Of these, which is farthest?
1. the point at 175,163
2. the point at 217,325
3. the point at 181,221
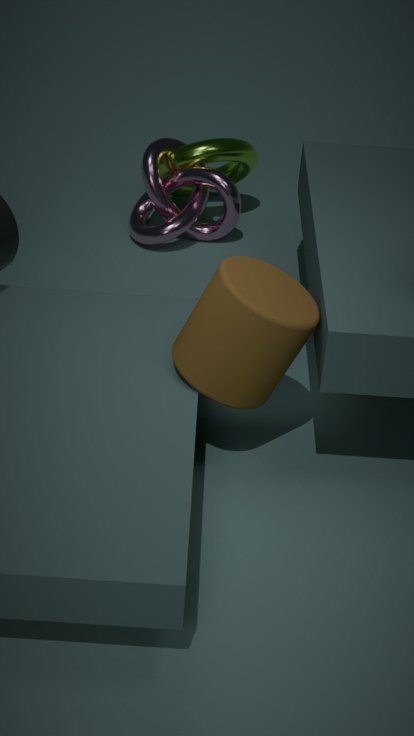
the point at 175,163
